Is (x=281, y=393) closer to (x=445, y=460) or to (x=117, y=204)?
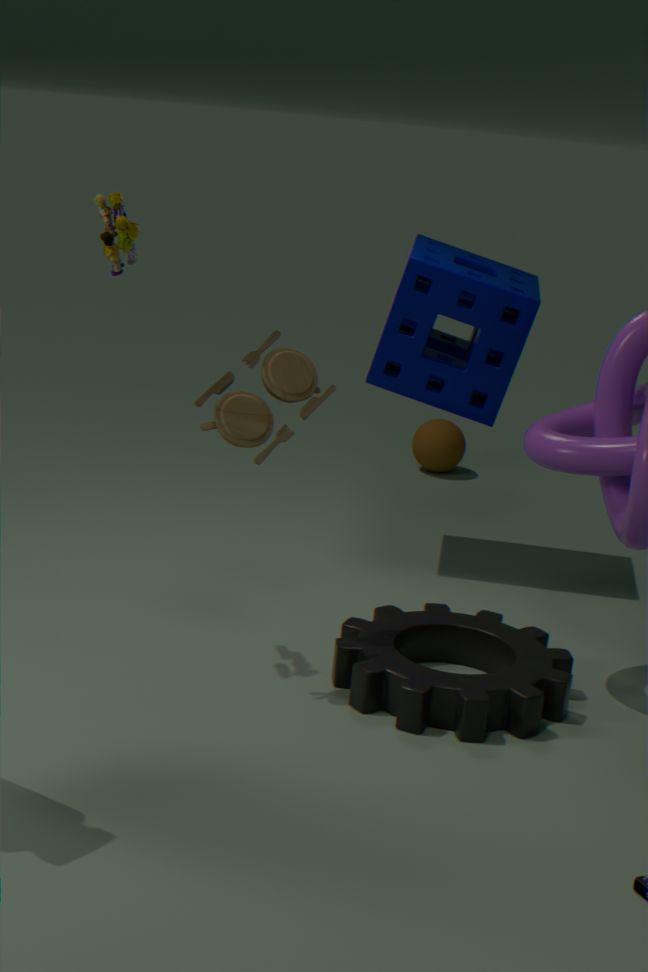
(x=117, y=204)
